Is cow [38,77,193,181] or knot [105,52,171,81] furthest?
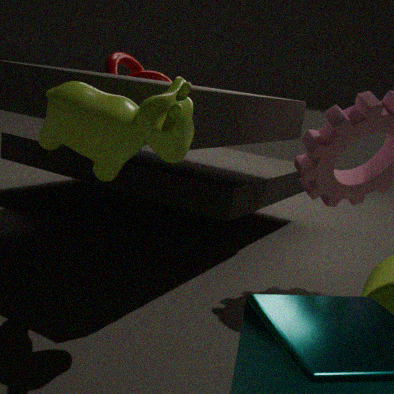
knot [105,52,171,81]
